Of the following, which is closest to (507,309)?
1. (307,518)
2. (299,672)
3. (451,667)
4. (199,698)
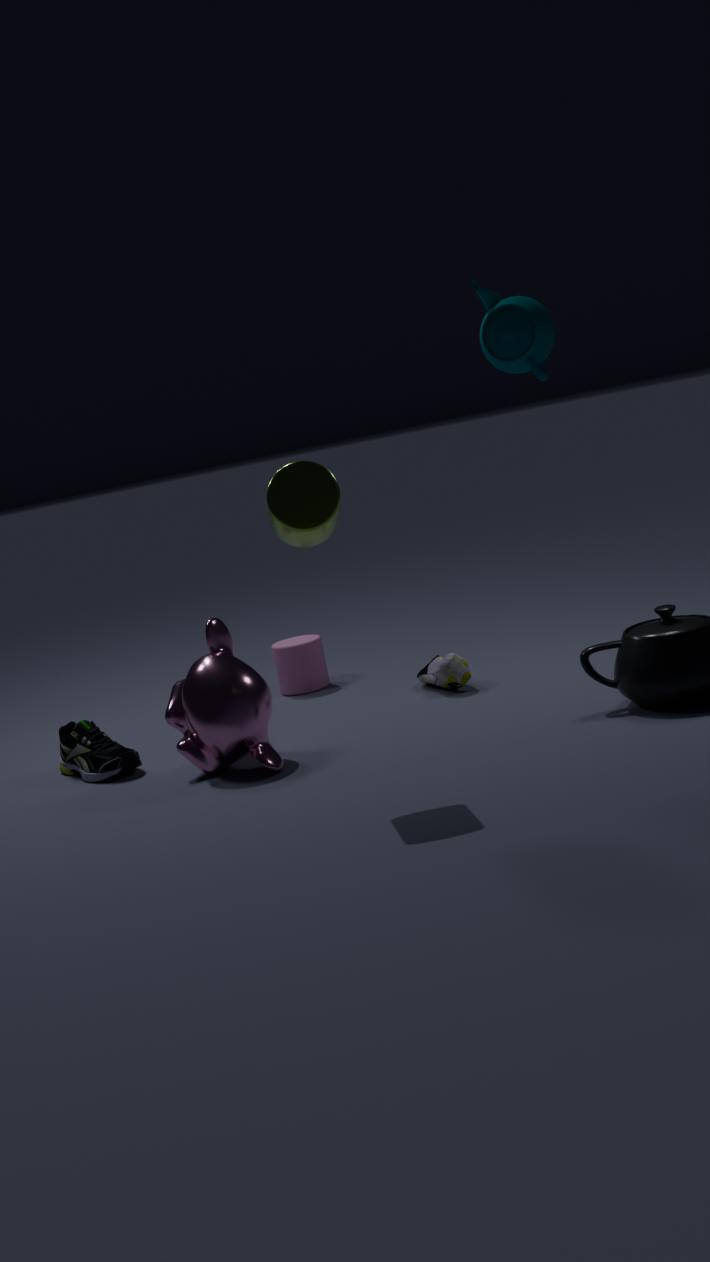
(307,518)
